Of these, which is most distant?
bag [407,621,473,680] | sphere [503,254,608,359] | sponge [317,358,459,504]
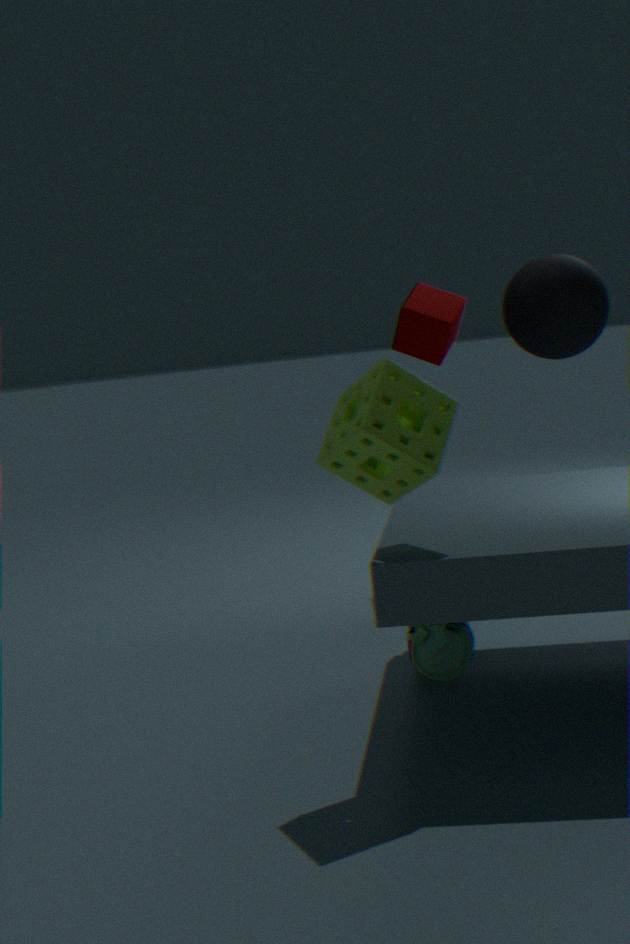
sphere [503,254,608,359]
